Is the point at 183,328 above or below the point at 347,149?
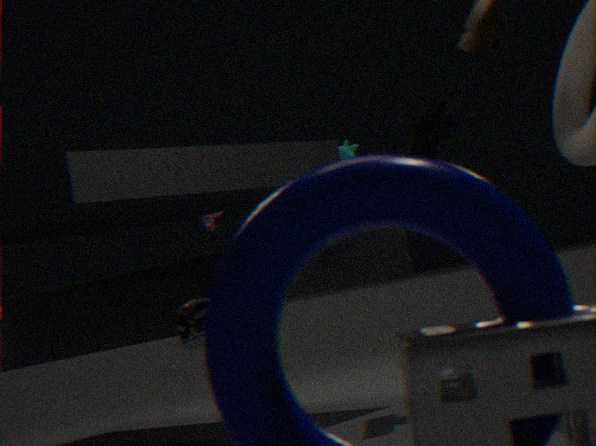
below
